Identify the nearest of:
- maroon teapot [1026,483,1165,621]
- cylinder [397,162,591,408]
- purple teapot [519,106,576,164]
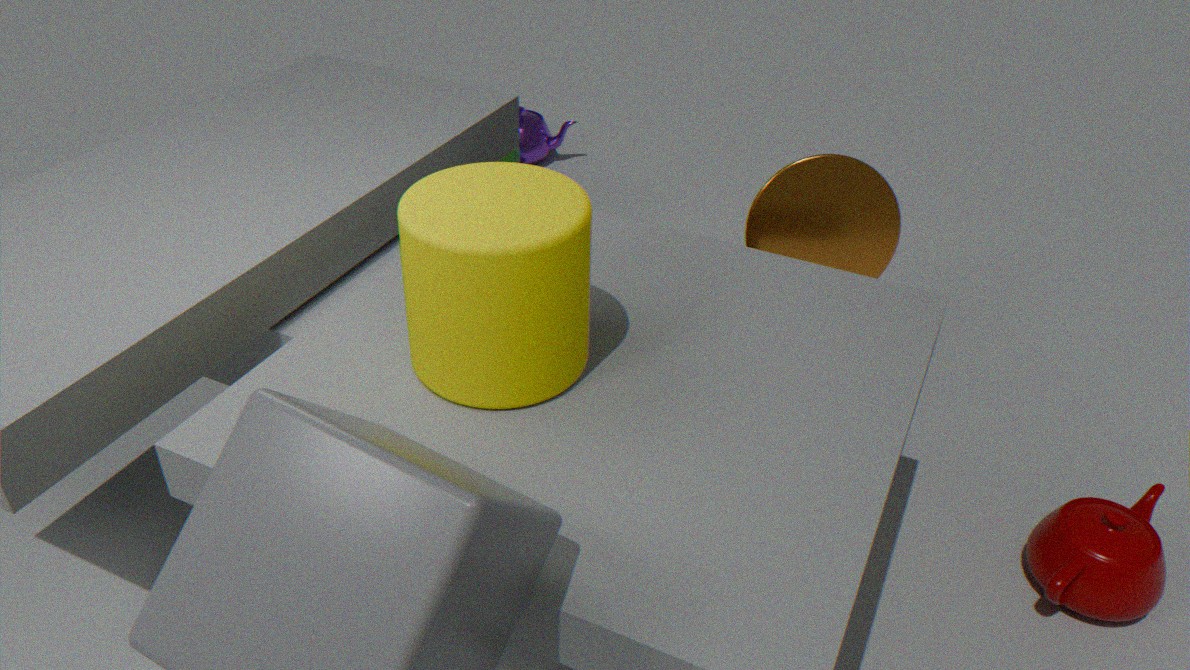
cylinder [397,162,591,408]
